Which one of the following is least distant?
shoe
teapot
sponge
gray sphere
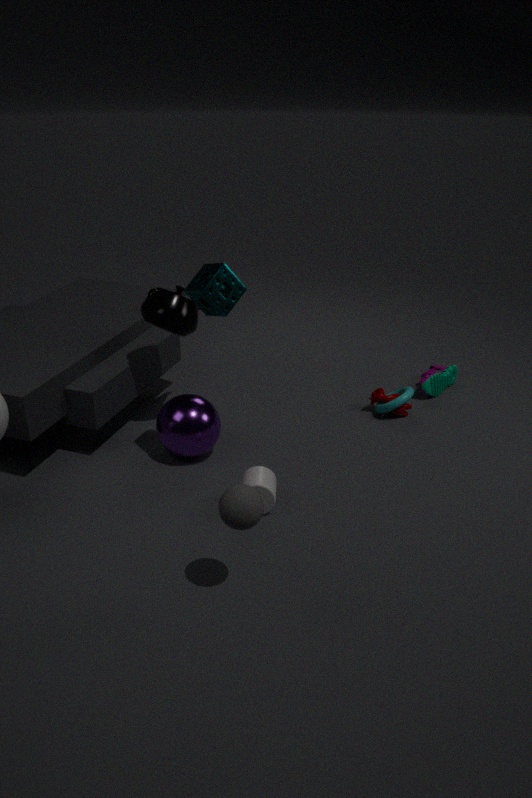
gray sphere
